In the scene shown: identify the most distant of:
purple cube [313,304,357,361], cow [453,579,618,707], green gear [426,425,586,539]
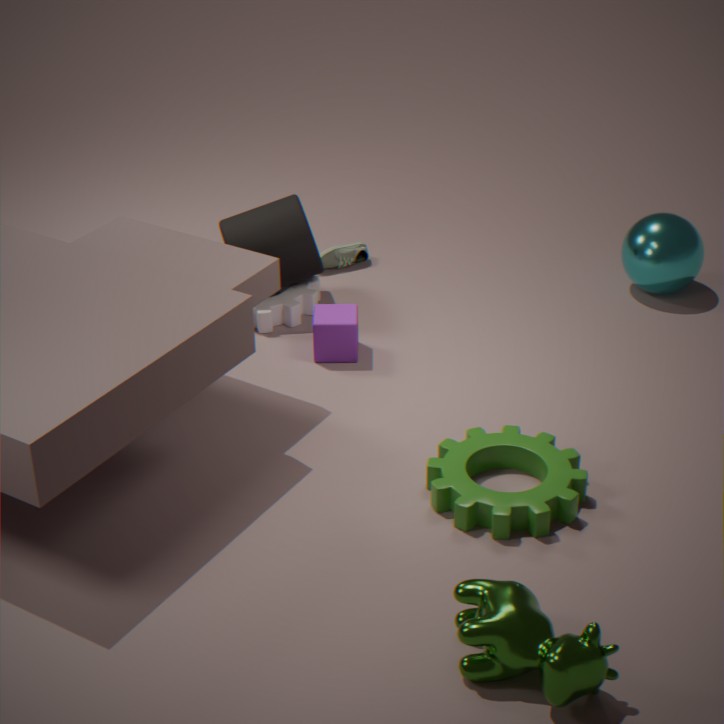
purple cube [313,304,357,361]
